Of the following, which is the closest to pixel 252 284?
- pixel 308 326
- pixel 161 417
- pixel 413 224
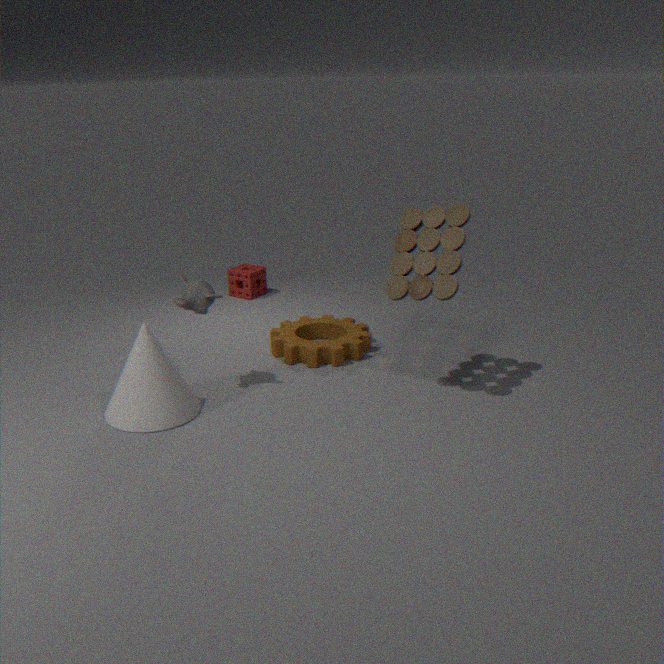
pixel 308 326
